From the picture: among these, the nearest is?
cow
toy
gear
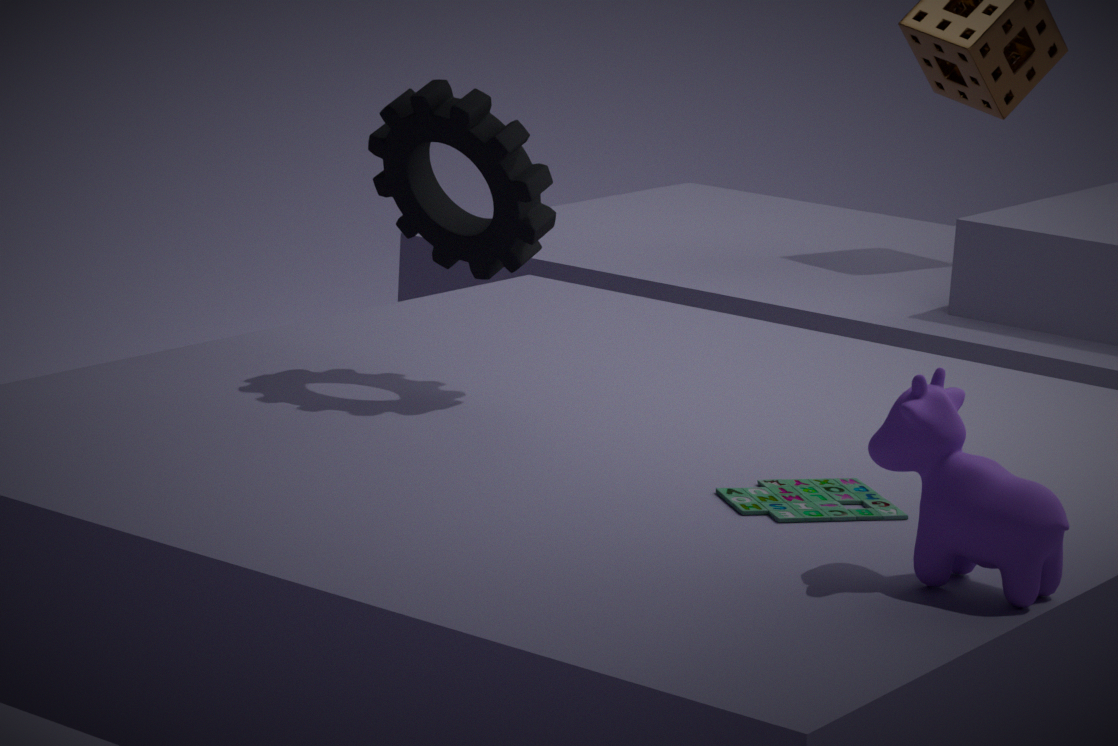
cow
